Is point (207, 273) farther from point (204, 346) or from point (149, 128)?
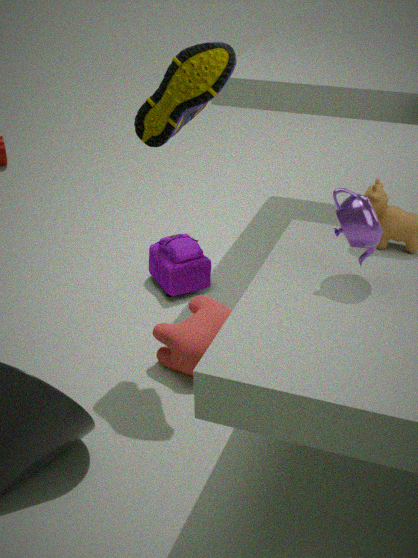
point (149, 128)
